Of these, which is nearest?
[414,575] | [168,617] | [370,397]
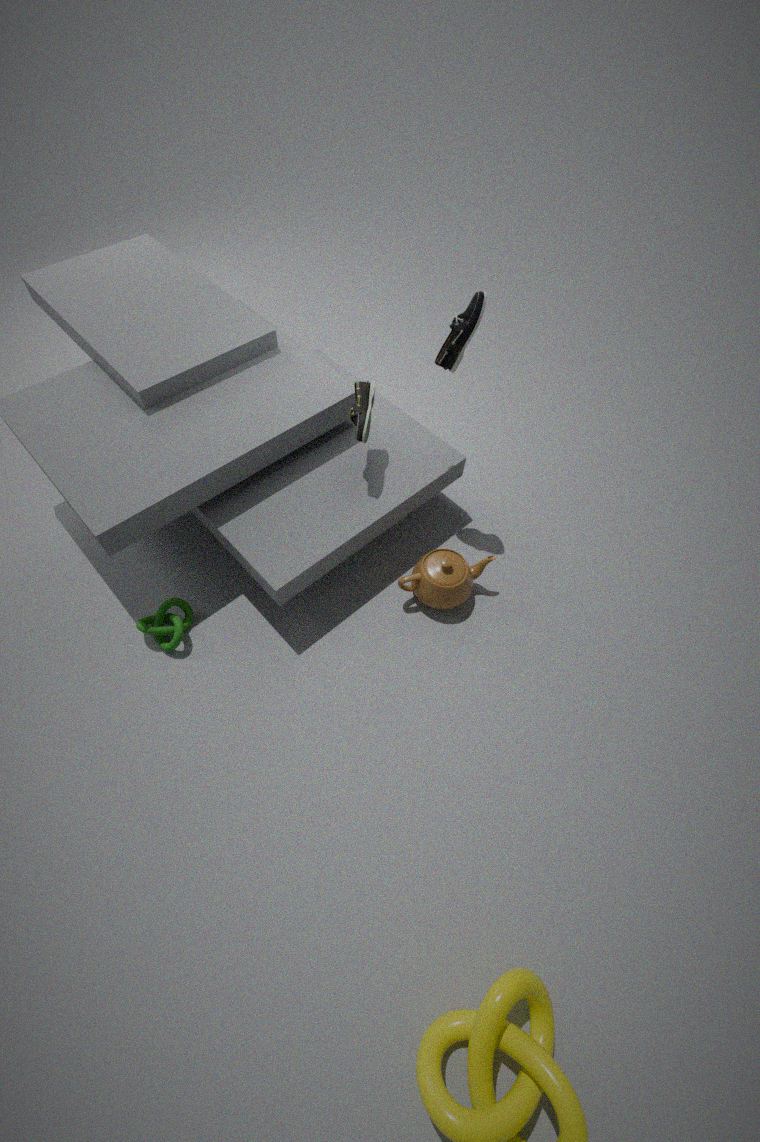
[168,617]
